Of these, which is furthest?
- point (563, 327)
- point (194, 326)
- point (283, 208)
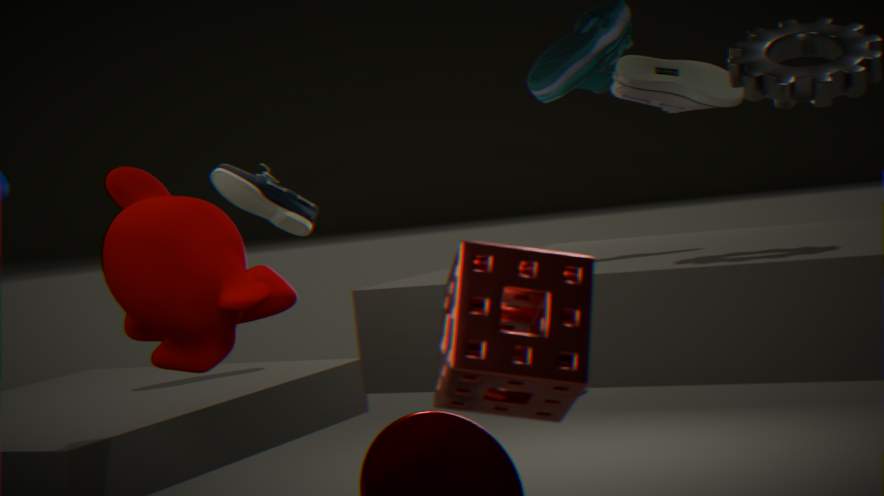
point (283, 208)
